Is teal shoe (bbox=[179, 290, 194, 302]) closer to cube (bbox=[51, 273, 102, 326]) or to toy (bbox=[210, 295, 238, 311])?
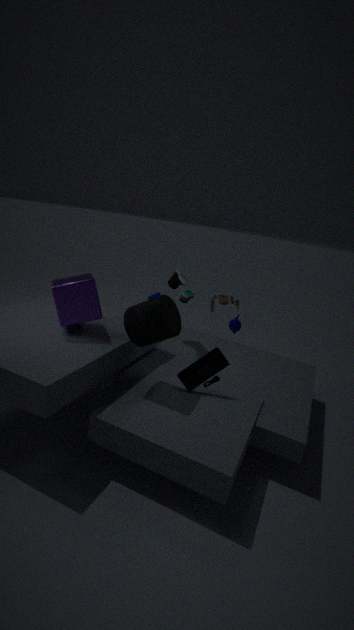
toy (bbox=[210, 295, 238, 311])
